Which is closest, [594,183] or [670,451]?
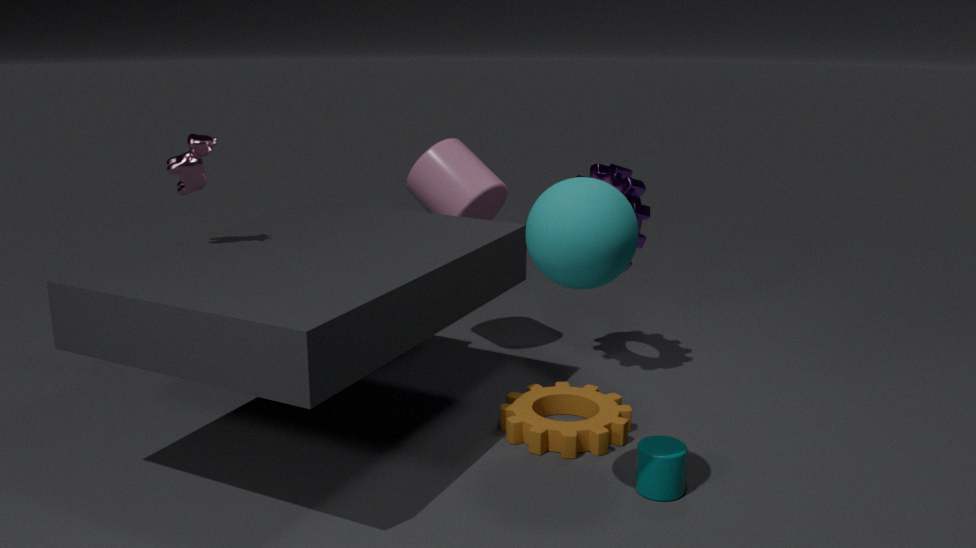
[594,183]
